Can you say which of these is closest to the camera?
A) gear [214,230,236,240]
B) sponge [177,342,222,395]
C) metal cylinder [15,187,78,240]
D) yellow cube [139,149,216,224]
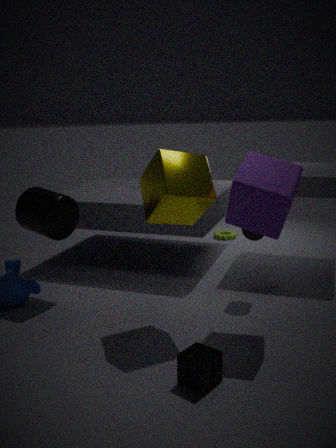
sponge [177,342,222,395]
